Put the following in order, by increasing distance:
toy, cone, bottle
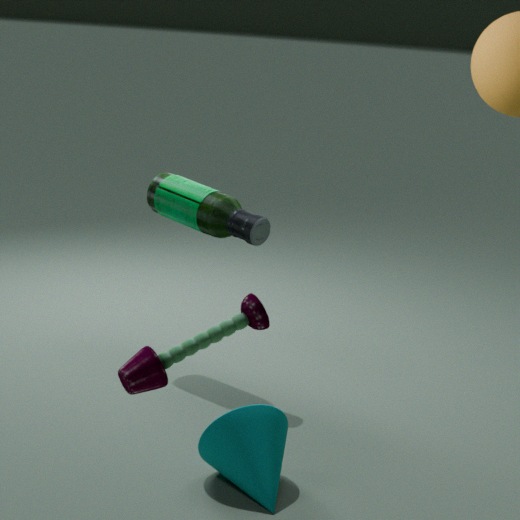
toy
cone
bottle
